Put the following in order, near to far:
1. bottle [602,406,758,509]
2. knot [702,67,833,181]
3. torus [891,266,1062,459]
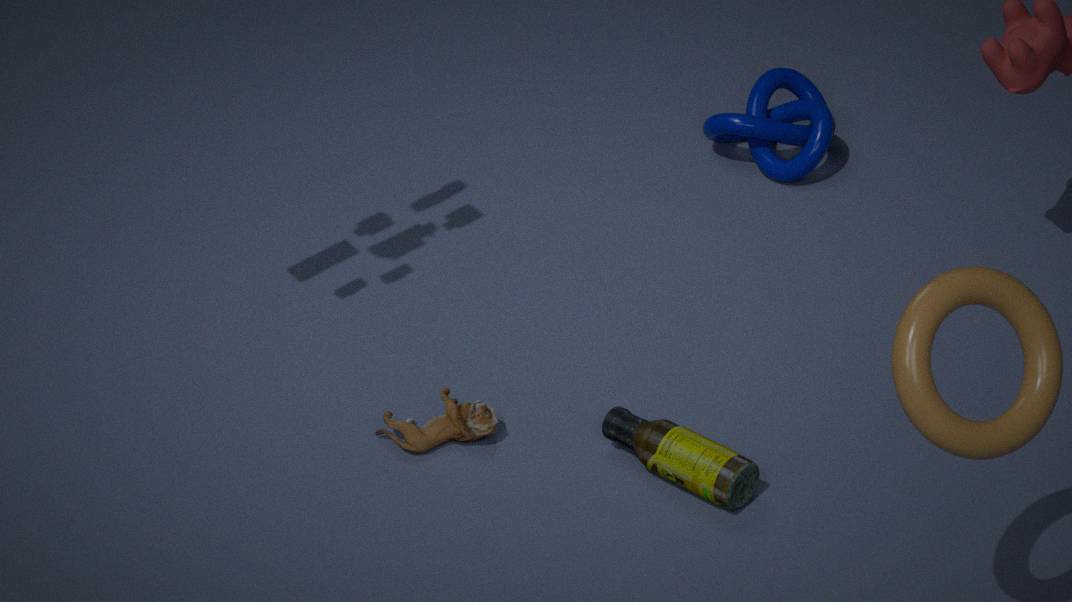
1. torus [891,266,1062,459]
2. bottle [602,406,758,509]
3. knot [702,67,833,181]
